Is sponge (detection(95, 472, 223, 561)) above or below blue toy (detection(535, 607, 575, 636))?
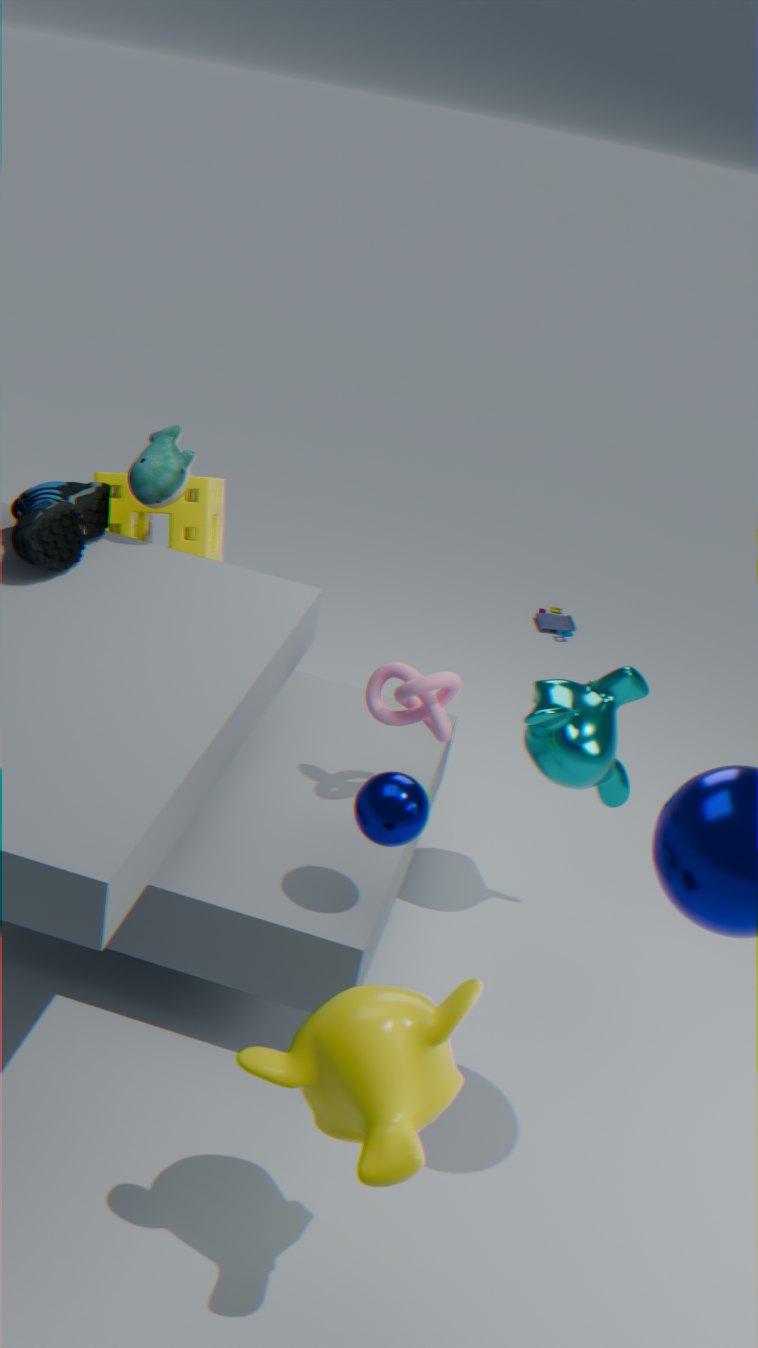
above
